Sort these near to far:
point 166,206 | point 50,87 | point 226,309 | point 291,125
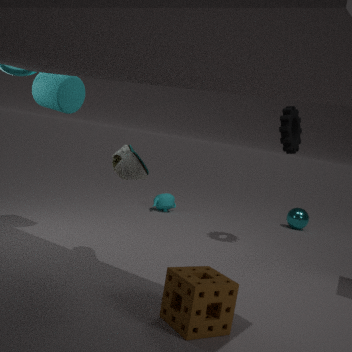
point 226,309, point 50,87, point 291,125, point 166,206
